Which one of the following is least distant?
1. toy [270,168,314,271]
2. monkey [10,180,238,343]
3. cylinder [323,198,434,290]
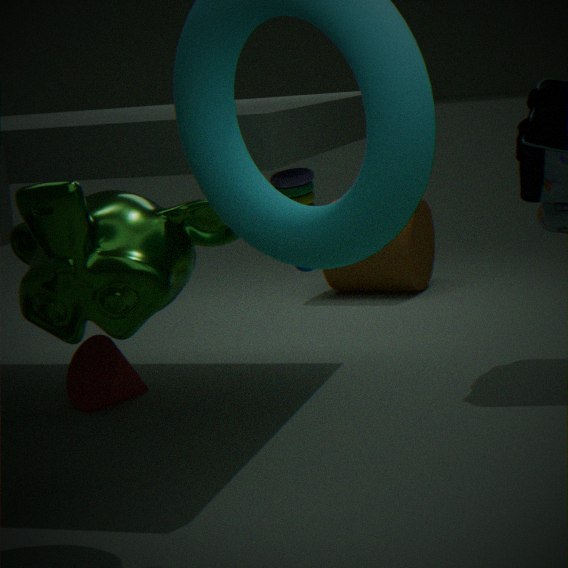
monkey [10,180,238,343]
